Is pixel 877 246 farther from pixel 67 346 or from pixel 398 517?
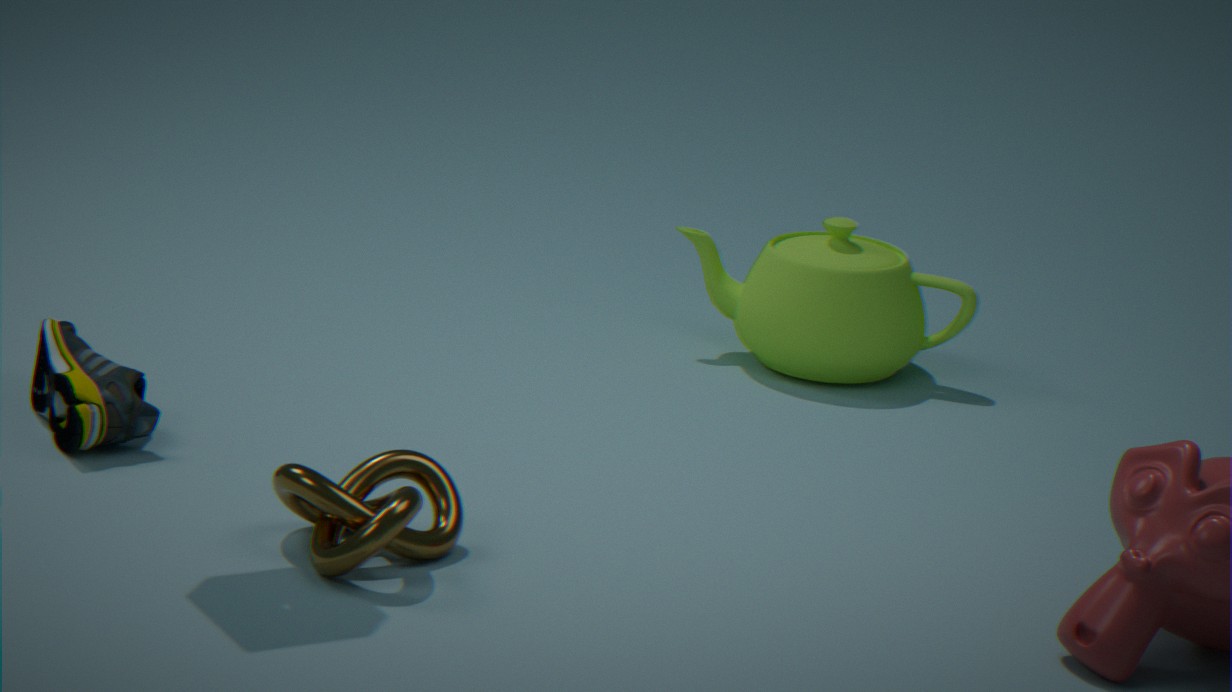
pixel 67 346
